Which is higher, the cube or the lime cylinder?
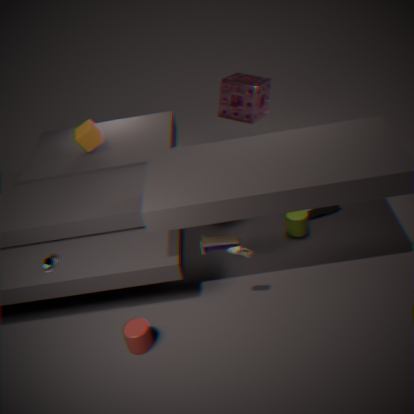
the cube
